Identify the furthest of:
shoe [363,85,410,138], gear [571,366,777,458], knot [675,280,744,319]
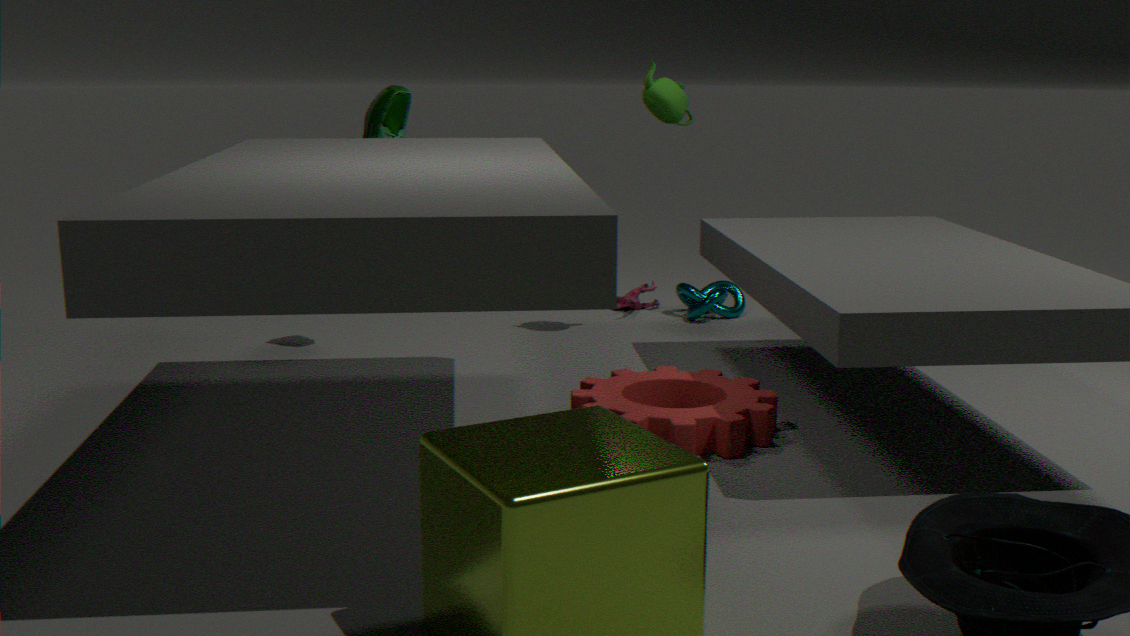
knot [675,280,744,319]
